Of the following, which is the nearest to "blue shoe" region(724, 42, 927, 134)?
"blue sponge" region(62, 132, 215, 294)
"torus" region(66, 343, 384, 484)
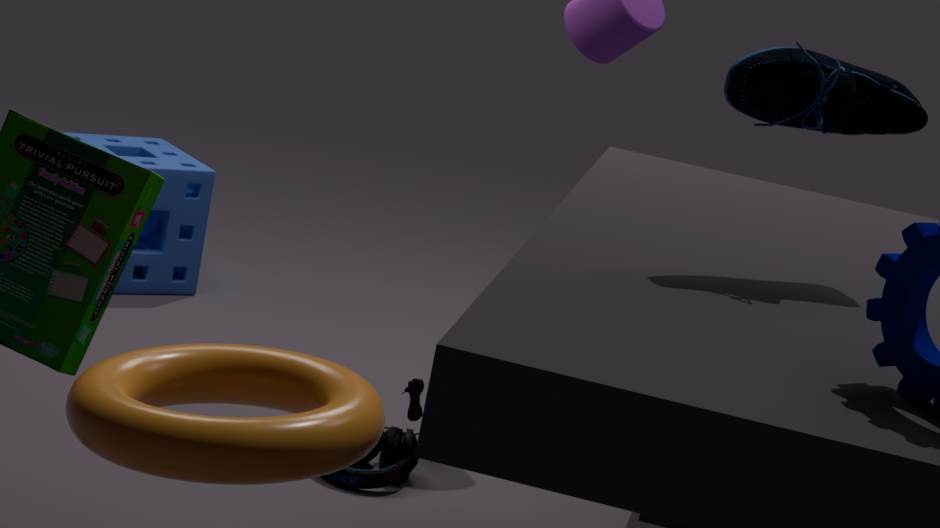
"torus" region(66, 343, 384, 484)
